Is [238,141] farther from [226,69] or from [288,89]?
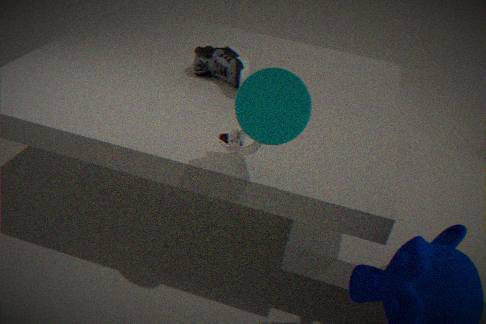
[226,69]
